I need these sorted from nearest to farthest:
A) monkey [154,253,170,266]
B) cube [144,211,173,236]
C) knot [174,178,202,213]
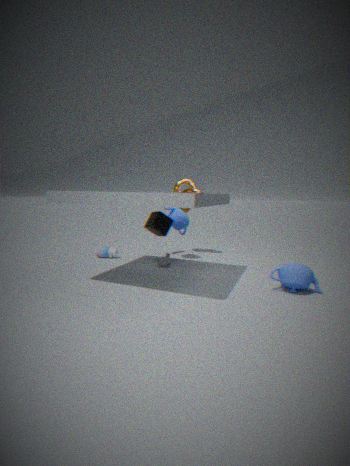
1. cube [144,211,173,236]
2. monkey [154,253,170,266]
3. knot [174,178,202,213]
